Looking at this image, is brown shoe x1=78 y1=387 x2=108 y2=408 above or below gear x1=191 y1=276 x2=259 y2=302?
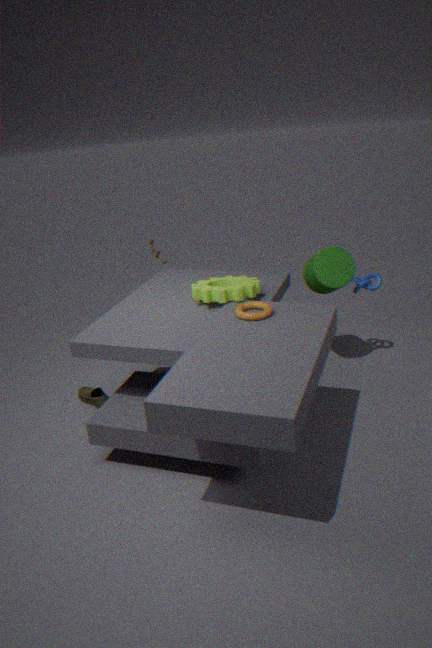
below
